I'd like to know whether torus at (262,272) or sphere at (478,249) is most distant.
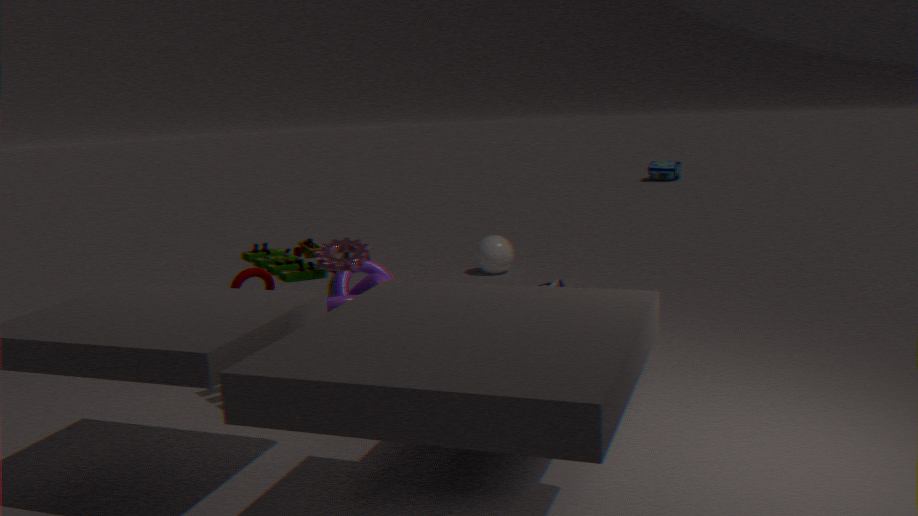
sphere at (478,249)
